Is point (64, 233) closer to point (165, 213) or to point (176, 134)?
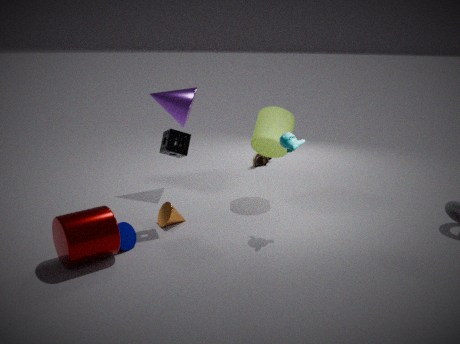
point (165, 213)
